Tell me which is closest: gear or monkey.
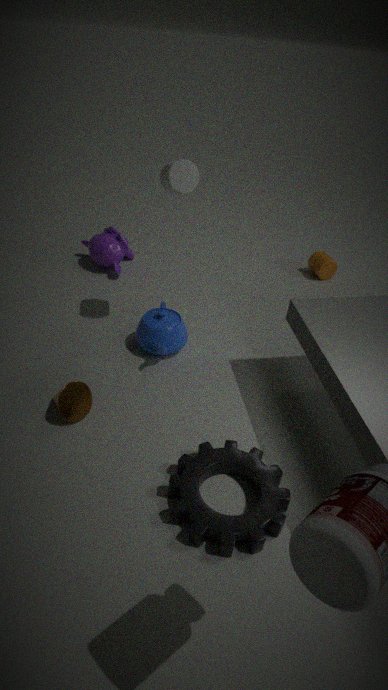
gear
